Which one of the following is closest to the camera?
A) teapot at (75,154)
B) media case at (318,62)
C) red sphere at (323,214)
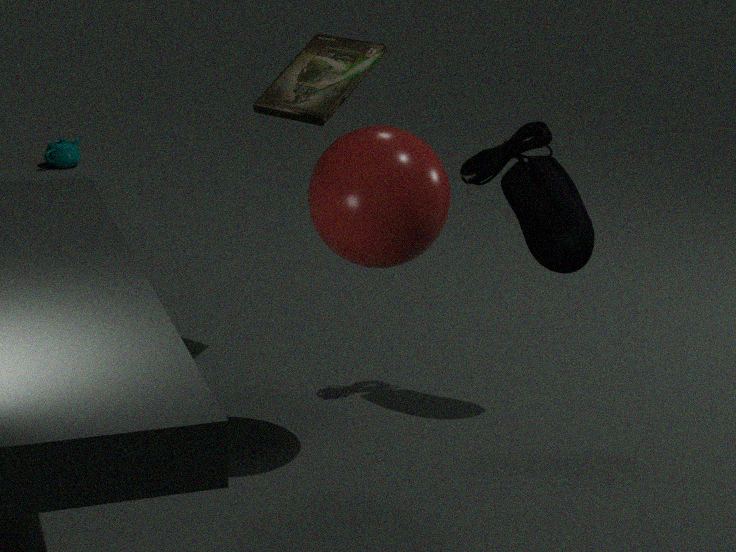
red sphere at (323,214)
